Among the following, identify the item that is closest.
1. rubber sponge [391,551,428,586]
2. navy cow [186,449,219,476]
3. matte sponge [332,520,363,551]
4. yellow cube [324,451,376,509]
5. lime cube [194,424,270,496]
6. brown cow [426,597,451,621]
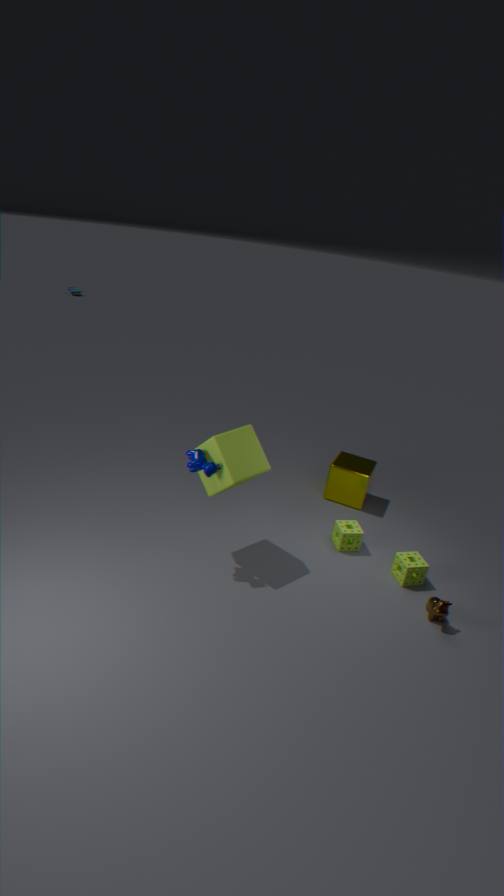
navy cow [186,449,219,476]
